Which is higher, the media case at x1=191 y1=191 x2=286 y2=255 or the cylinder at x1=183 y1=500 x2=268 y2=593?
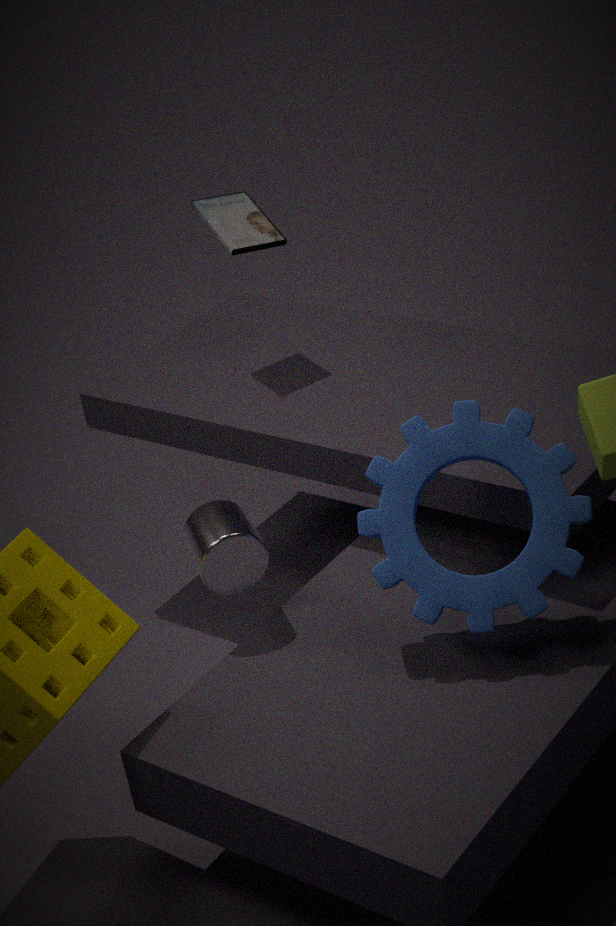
the media case at x1=191 y1=191 x2=286 y2=255
